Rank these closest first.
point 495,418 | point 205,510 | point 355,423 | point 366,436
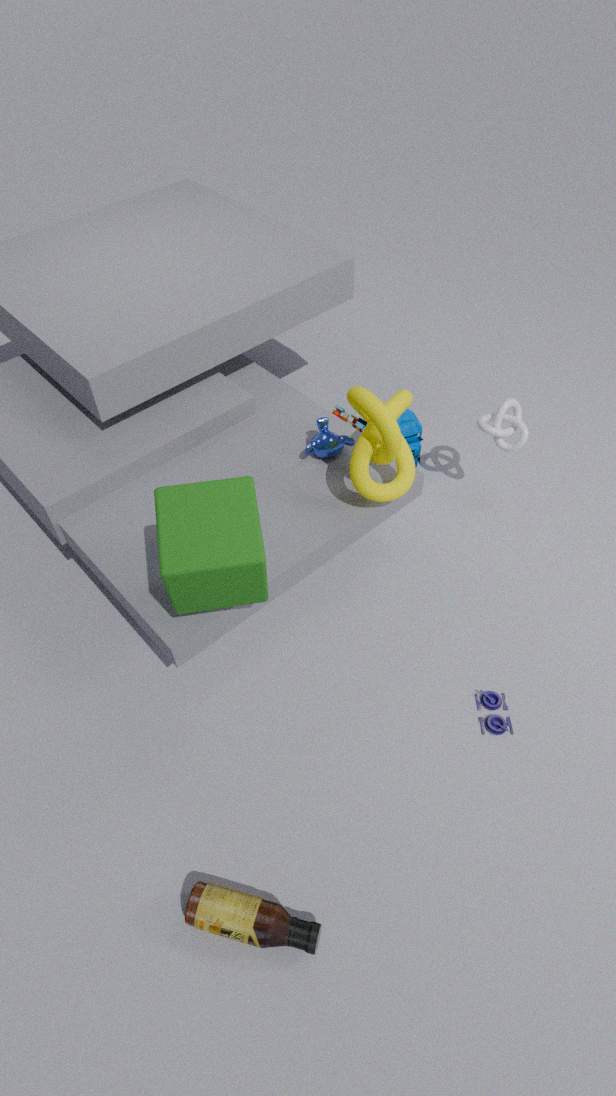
point 205,510 → point 366,436 → point 495,418 → point 355,423
